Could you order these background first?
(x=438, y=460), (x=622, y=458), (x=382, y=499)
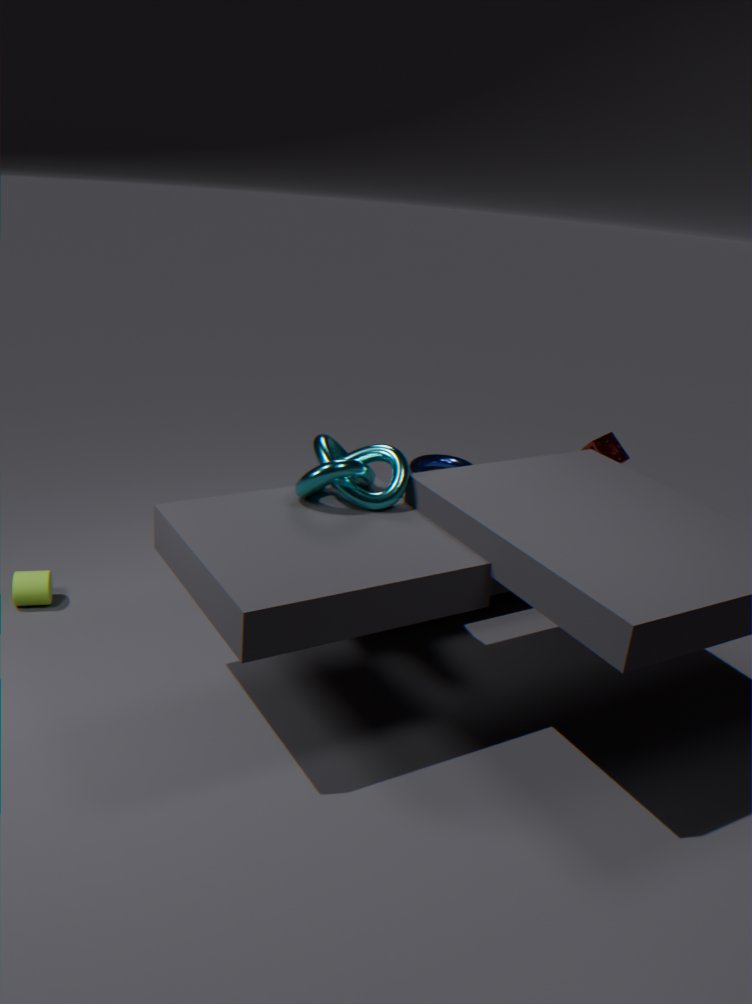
(x=438, y=460) → (x=622, y=458) → (x=382, y=499)
